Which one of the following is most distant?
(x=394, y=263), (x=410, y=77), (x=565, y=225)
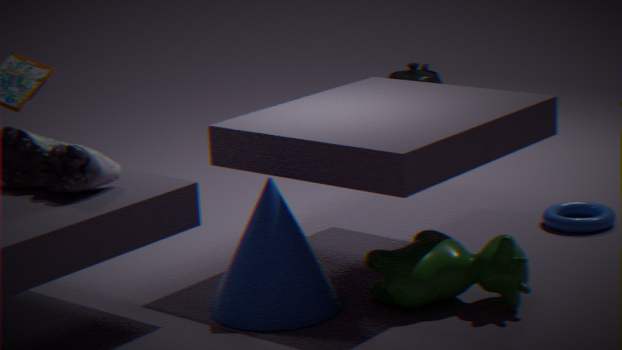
(x=410, y=77)
